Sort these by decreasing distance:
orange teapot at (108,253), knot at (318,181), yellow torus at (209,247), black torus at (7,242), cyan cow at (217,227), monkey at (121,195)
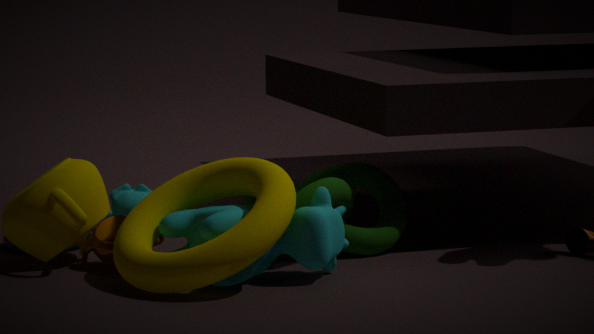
1. monkey at (121,195)
2. black torus at (7,242)
3. knot at (318,181)
4. orange teapot at (108,253)
5. cyan cow at (217,227)
6. yellow torus at (209,247)
